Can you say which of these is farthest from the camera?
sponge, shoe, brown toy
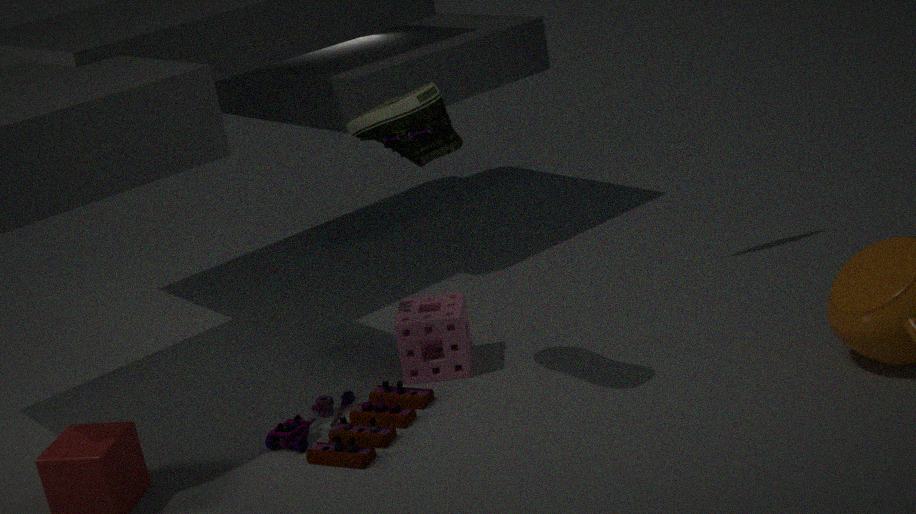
sponge
